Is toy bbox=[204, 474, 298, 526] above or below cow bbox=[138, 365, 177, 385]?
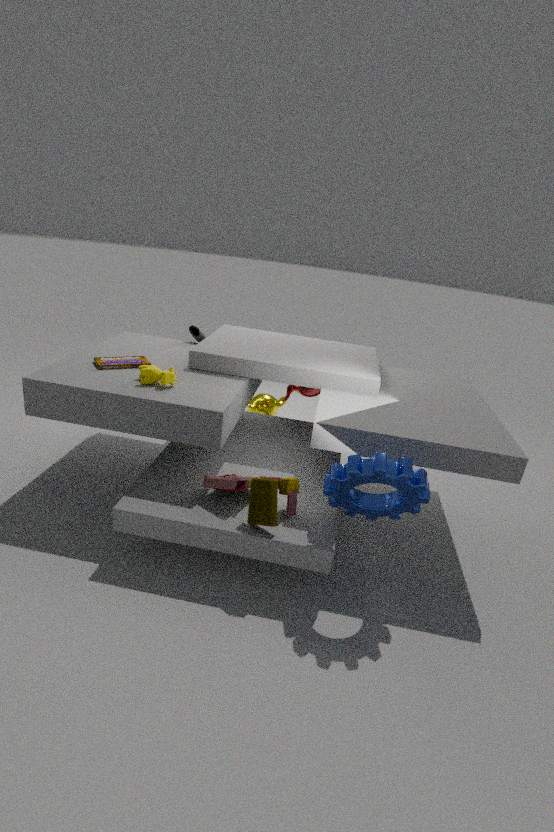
below
